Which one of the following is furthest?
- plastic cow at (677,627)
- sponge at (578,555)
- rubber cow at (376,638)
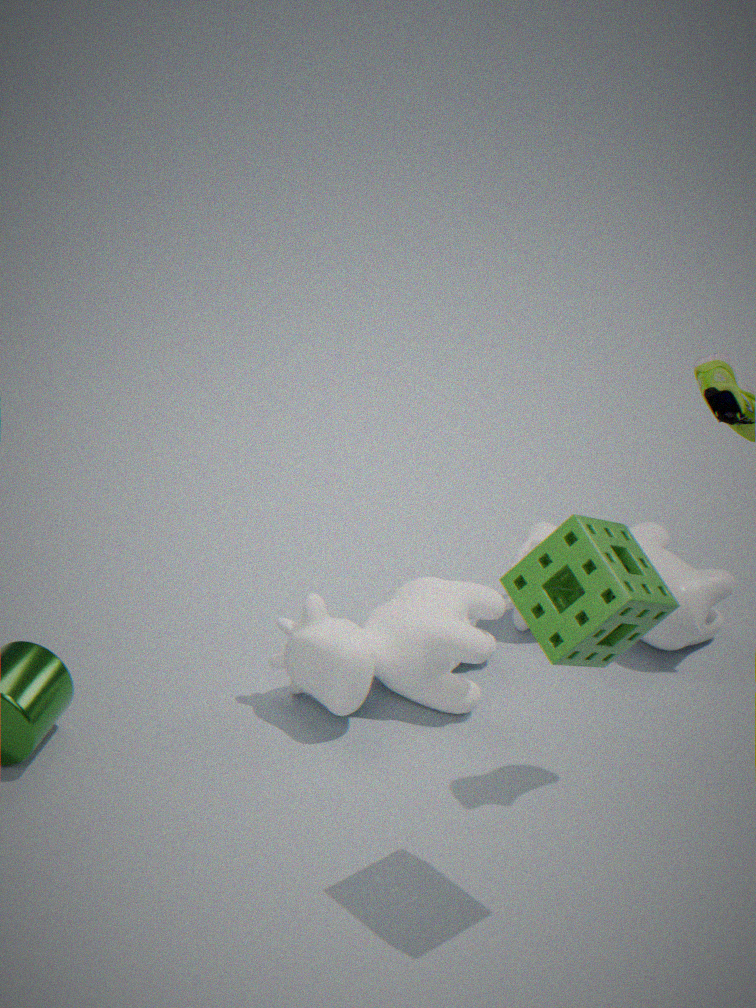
plastic cow at (677,627)
